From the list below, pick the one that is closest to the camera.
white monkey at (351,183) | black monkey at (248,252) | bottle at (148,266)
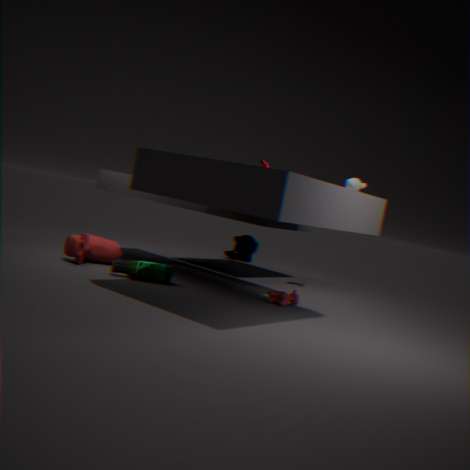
bottle at (148,266)
